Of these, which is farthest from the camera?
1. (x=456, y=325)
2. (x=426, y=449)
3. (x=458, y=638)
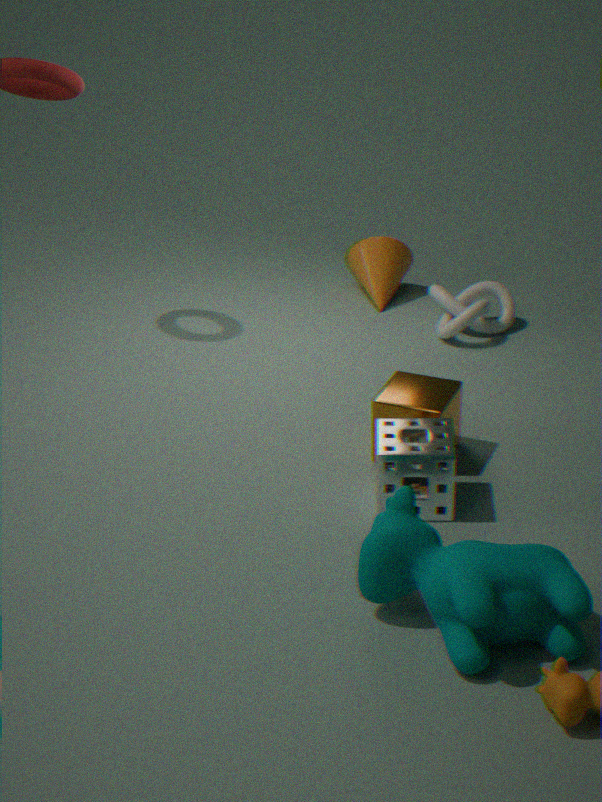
(x=456, y=325)
